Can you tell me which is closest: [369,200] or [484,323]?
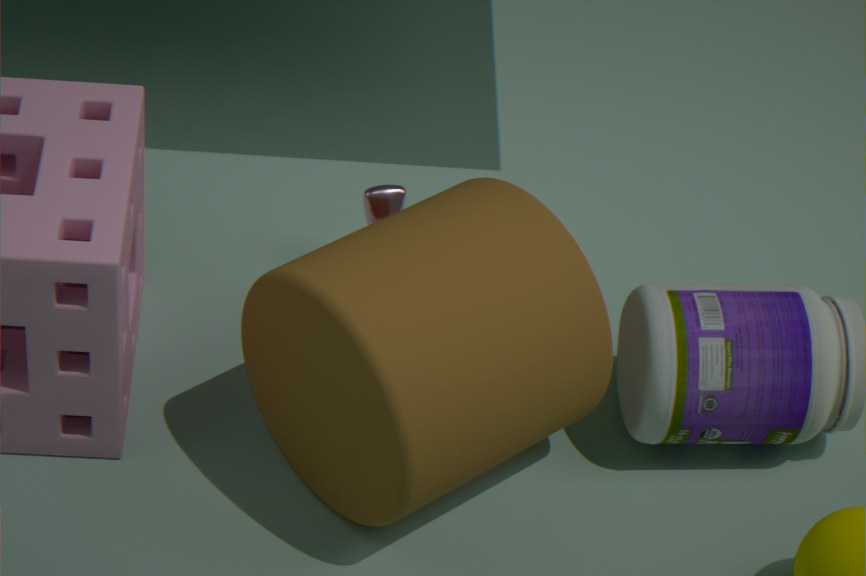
[484,323]
